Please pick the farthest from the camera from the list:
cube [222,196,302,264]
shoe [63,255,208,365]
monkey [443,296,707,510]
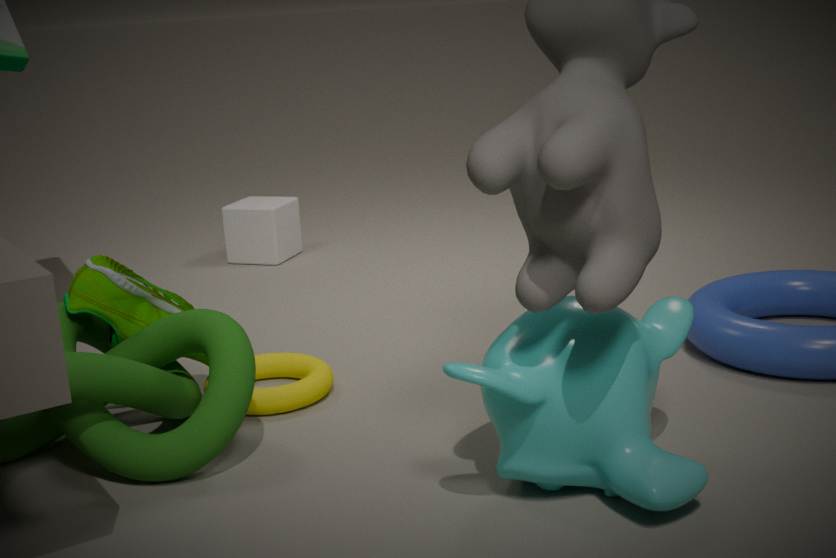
cube [222,196,302,264]
